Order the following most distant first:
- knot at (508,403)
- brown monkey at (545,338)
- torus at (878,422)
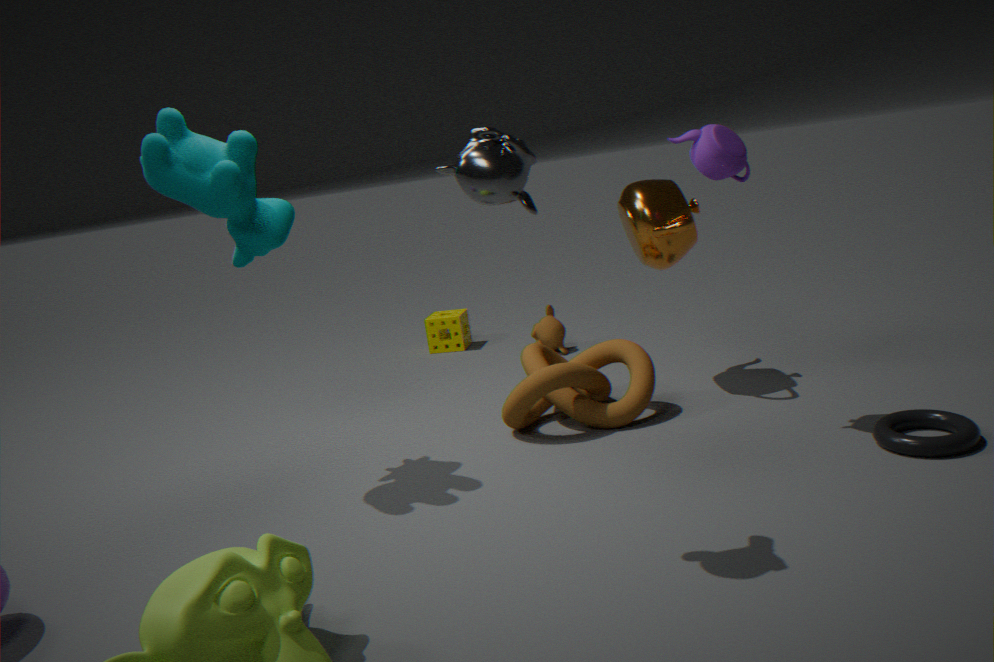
brown monkey at (545,338)
knot at (508,403)
torus at (878,422)
